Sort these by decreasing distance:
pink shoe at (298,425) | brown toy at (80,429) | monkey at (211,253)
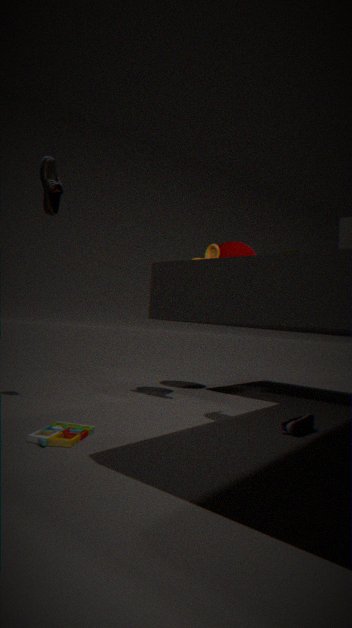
monkey at (211,253) < pink shoe at (298,425) < brown toy at (80,429)
